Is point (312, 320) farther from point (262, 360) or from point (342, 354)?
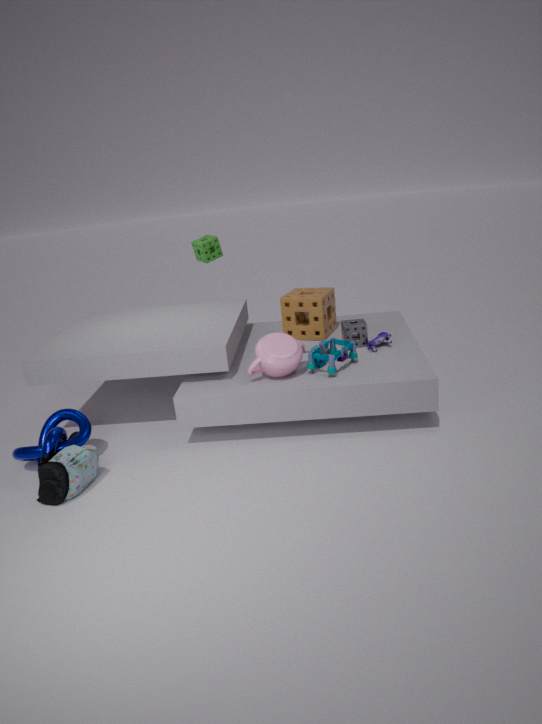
point (262, 360)
